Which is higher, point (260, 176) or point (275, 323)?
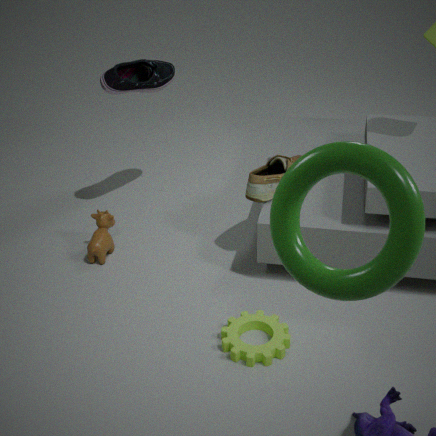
point (260, 176)
